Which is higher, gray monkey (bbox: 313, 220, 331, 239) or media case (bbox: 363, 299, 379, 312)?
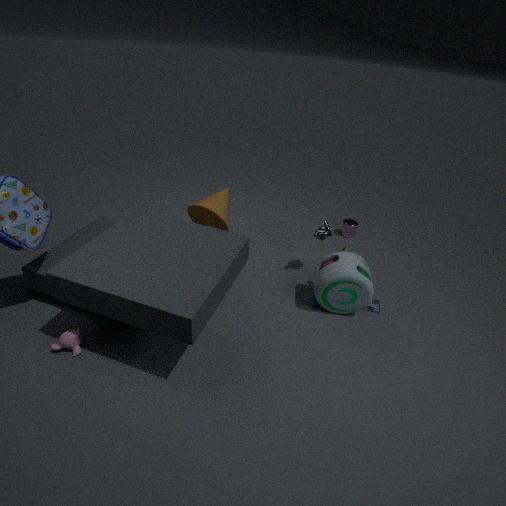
gray monkey (bbox: 313, 220, 331, 239)
